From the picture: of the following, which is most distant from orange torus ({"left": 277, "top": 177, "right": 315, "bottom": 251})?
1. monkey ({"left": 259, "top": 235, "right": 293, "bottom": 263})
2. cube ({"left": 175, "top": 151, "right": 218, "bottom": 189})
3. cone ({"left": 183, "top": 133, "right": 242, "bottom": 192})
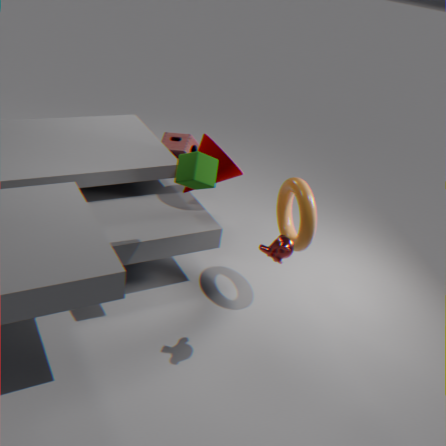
cube ({"left": 175, "top": 151, "right": 218, "bottom": 189})
